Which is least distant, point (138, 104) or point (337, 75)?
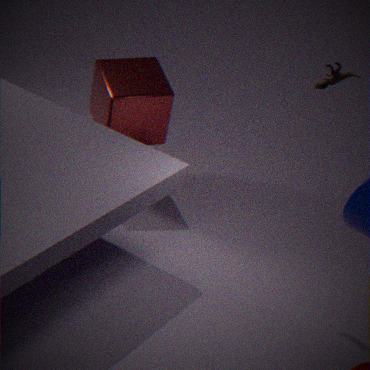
point (337, 75)
